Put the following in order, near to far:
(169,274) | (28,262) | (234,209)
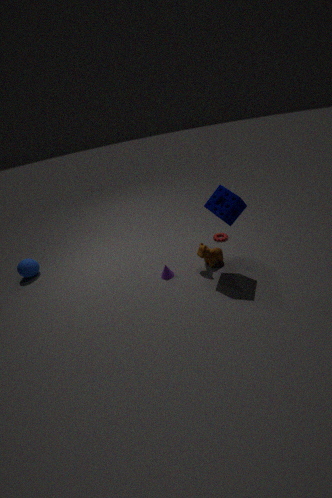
(234,209) < (169,274) < (28,262)
